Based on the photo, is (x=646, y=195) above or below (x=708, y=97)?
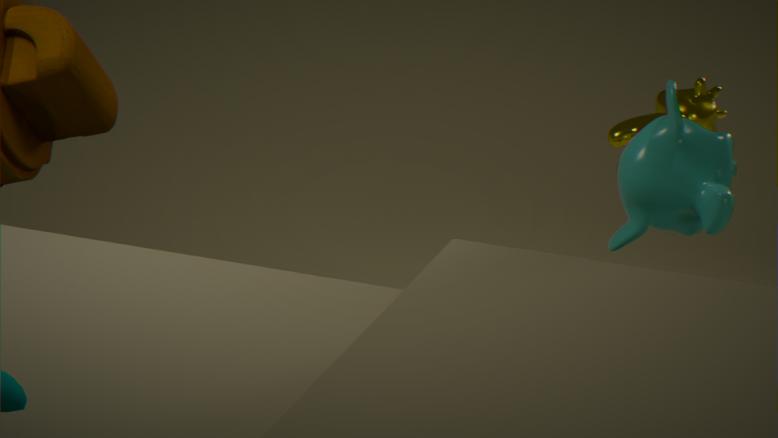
above
